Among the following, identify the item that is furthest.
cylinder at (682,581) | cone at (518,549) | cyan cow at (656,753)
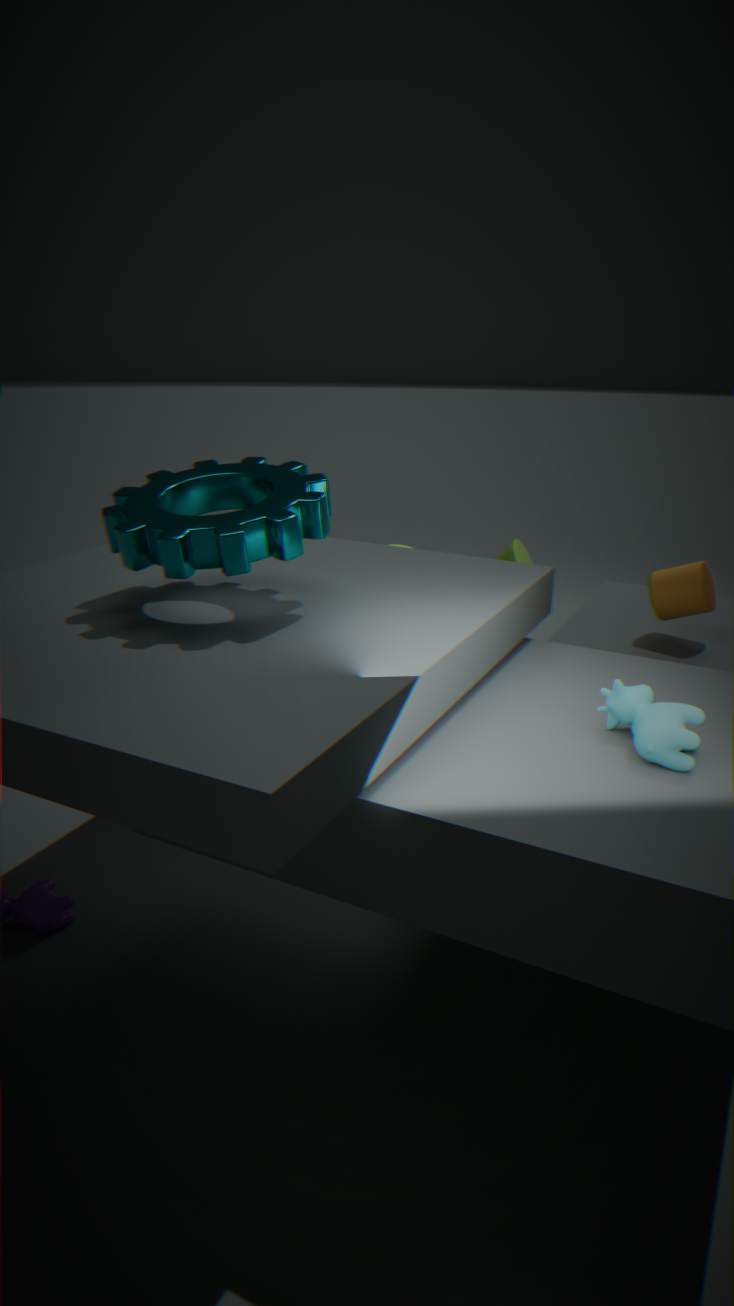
cone at (518,549)
